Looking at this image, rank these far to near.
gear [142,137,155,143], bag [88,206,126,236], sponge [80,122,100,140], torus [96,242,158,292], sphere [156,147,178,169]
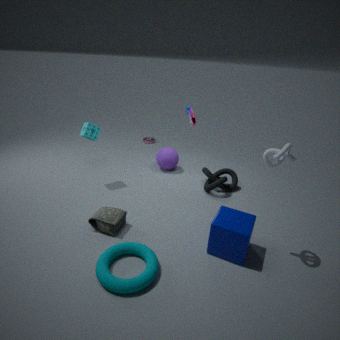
gear [142,137,155,143]
sphere [156,147,178,169]
sponge [80,122,100,140]
bag [88,206,126,236]
torus [96,242,158,292]
